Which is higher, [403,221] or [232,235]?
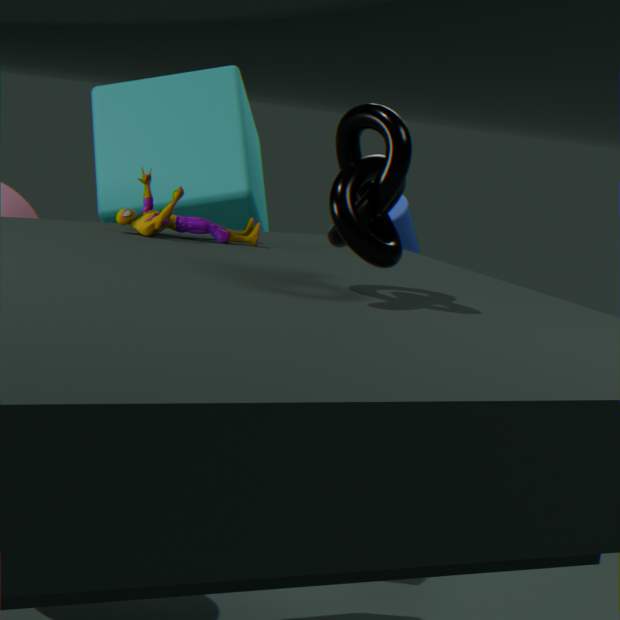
[232,235]
